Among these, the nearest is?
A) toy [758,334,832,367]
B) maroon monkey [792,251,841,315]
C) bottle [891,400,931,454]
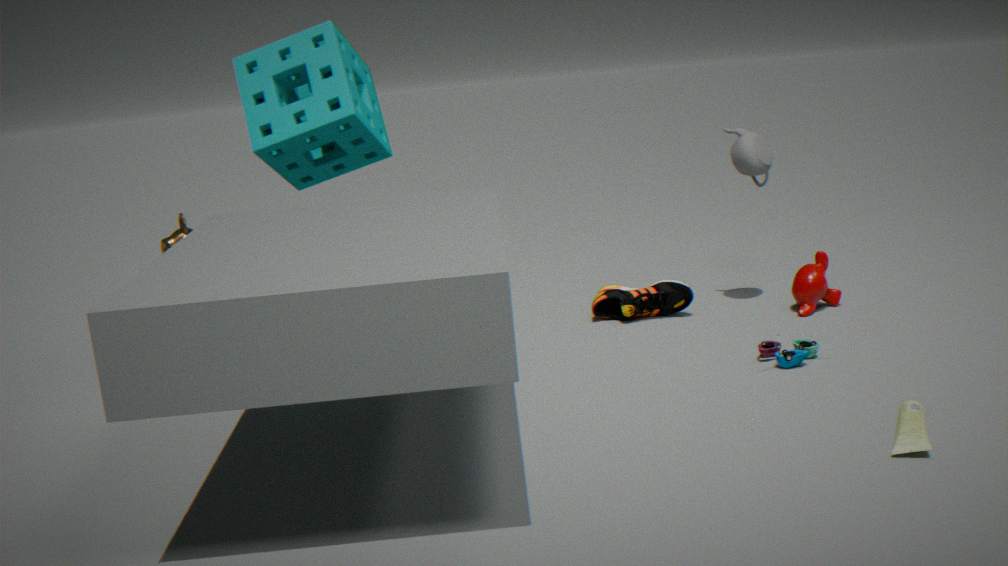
bottle [891,400,931,454]
